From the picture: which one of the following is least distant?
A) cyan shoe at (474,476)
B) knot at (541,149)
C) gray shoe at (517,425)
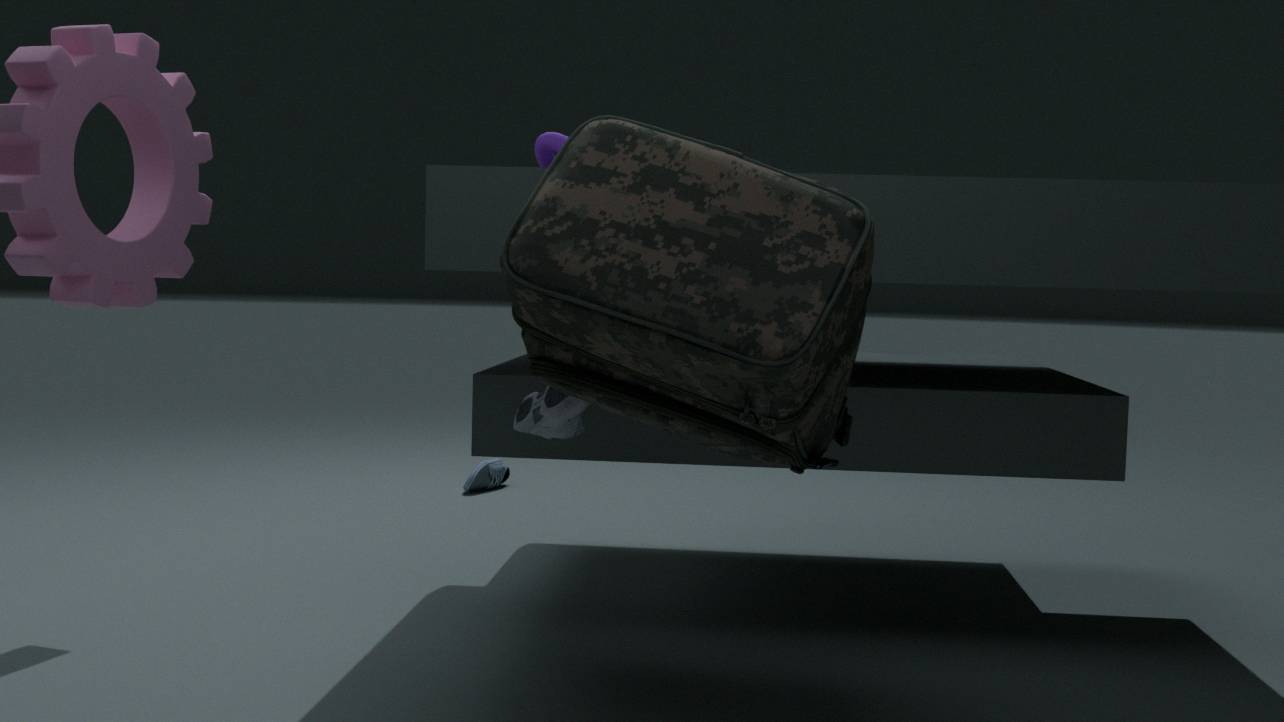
gray shoe at (517,425)
